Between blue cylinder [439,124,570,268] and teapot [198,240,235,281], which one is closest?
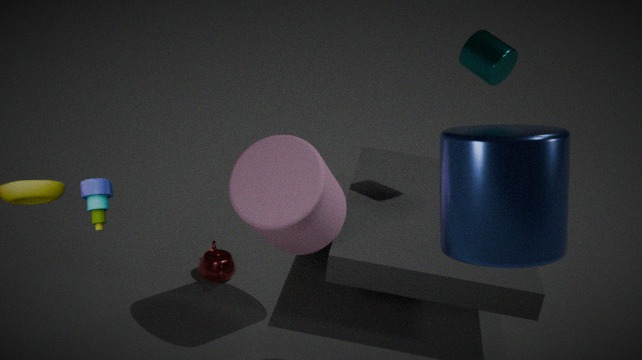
blue cylinder [439,124,570,268]
